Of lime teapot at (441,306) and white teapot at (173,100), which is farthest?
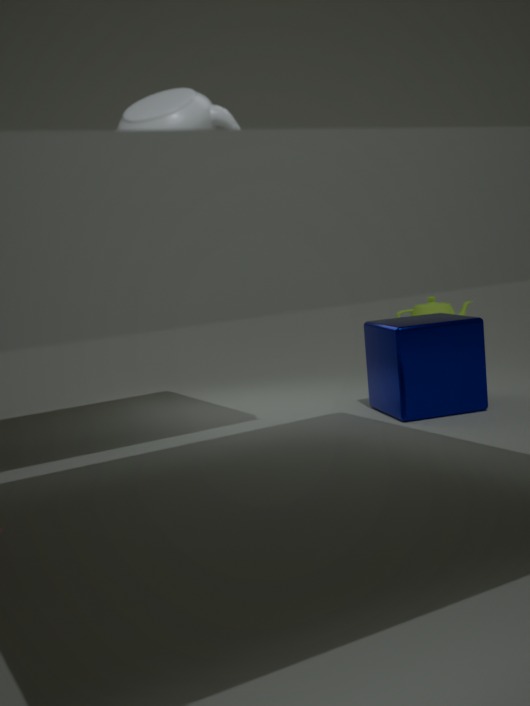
lime teapot at (441,306)
